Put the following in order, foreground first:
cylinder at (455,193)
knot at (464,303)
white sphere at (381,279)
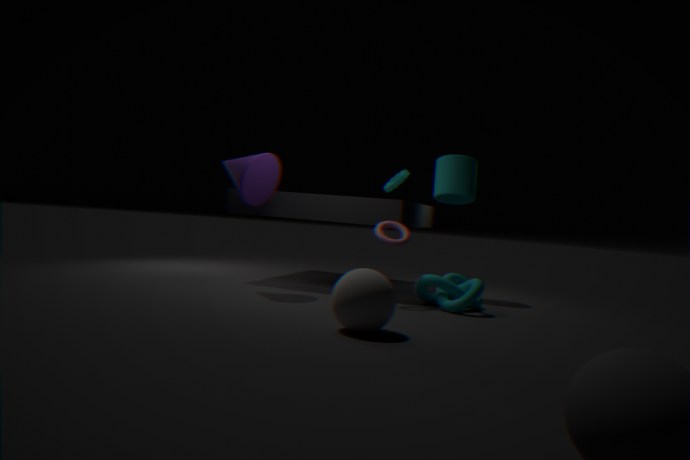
white sphere at (381,279) < knot at (464,303) < cylinder at (455,193)
